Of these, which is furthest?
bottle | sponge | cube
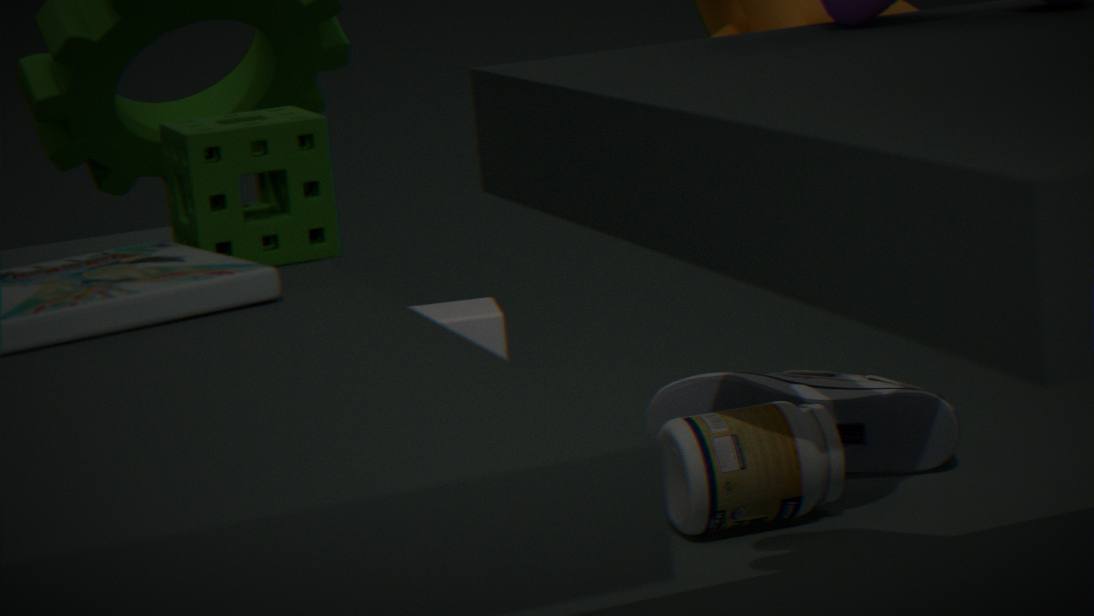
cube
